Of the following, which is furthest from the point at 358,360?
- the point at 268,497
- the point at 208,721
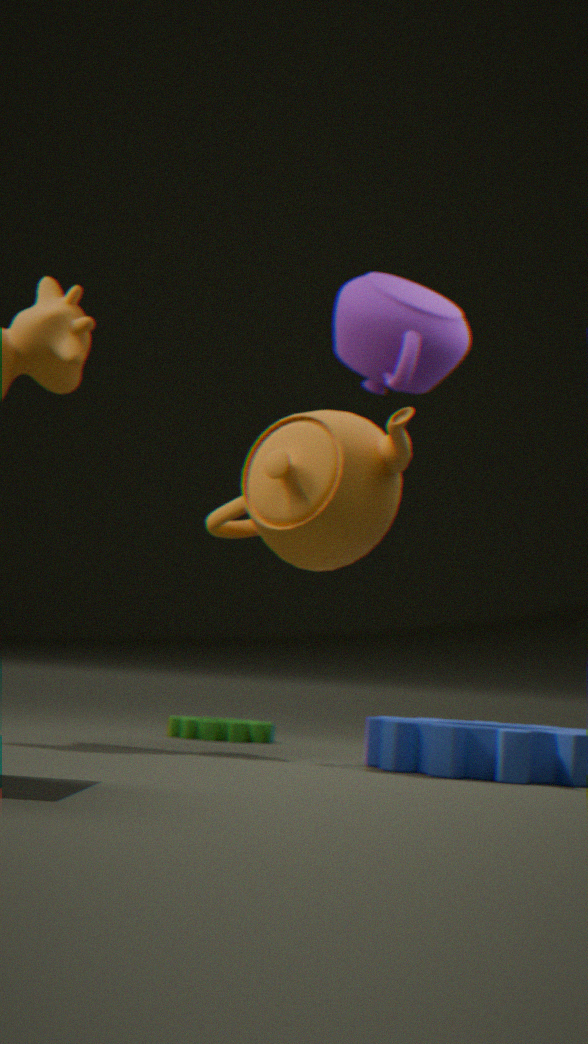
the point at 208,721
